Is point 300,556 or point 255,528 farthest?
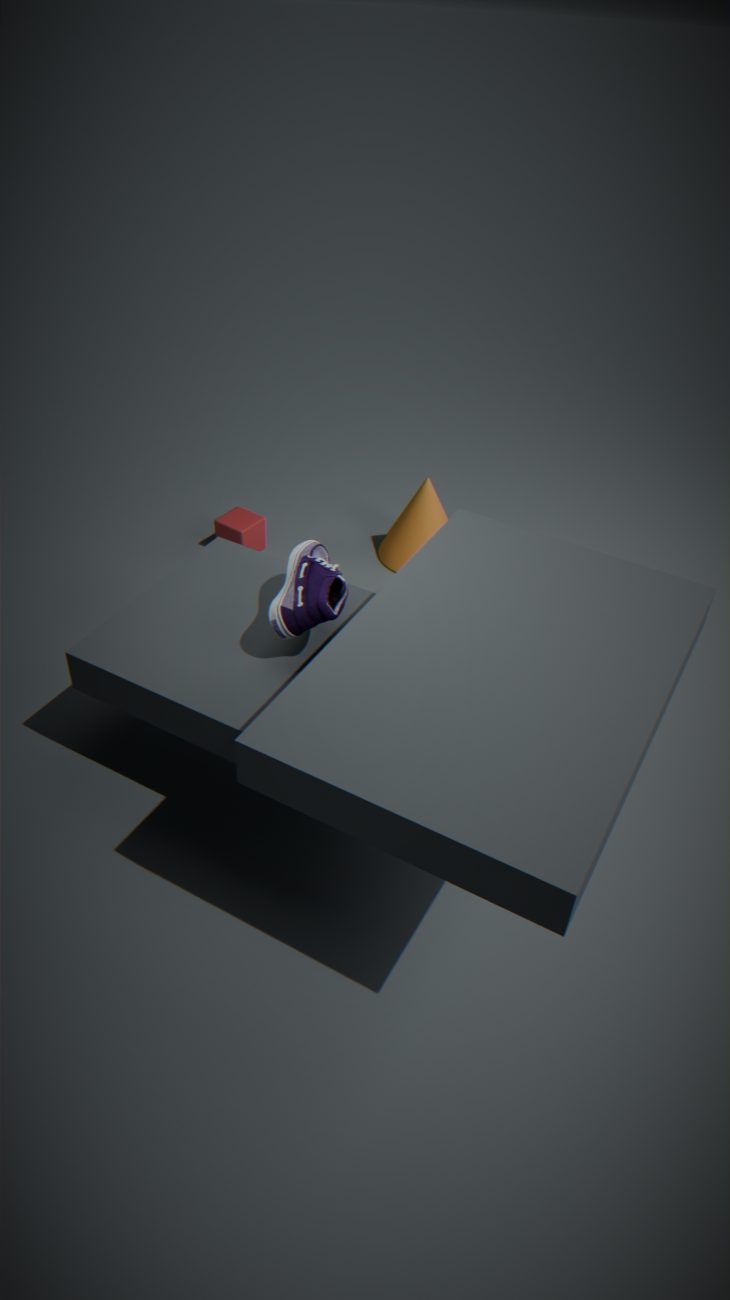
point 255,528
